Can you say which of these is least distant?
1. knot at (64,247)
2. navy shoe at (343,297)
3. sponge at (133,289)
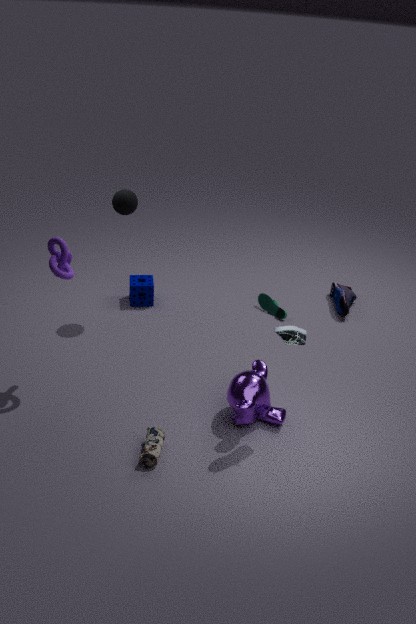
knot at (64,247)
